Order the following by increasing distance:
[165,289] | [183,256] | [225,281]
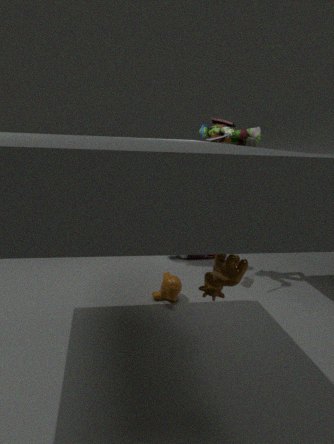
1. [225,281]
2. [165,289]
3. [183,256]
